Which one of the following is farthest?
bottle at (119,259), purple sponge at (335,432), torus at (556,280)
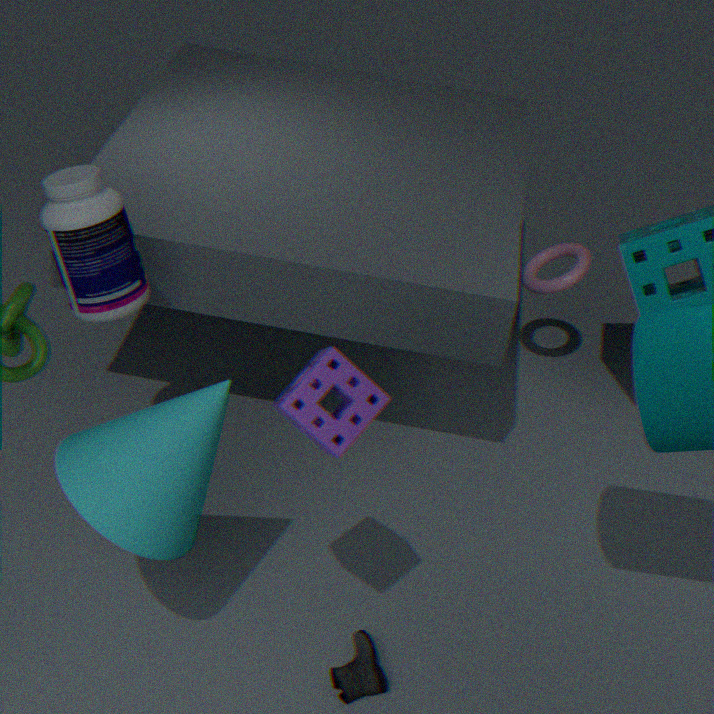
torus at (556,280)
